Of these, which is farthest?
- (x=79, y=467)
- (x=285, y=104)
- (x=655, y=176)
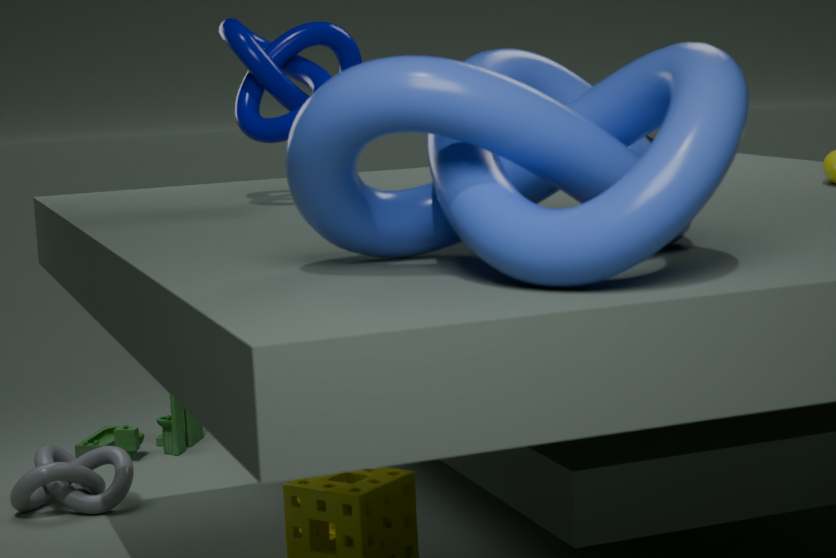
(x=79, y=467)
